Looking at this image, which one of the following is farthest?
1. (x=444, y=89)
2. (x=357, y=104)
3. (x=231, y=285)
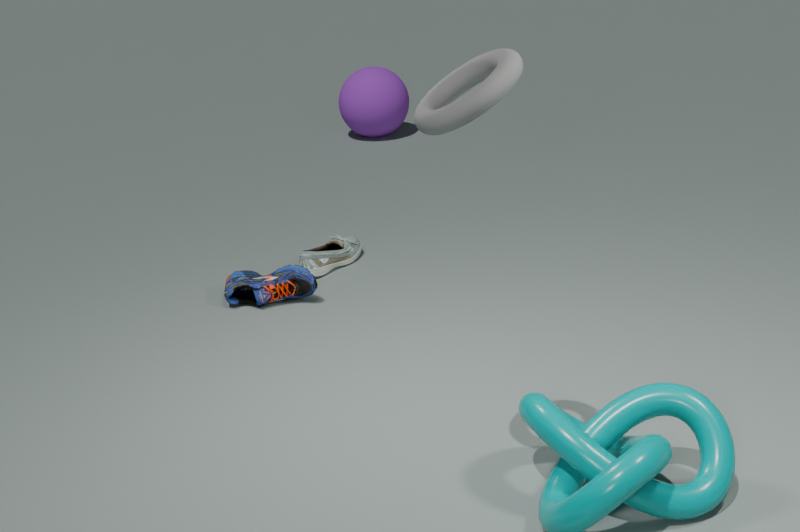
(x=357, y=104)
